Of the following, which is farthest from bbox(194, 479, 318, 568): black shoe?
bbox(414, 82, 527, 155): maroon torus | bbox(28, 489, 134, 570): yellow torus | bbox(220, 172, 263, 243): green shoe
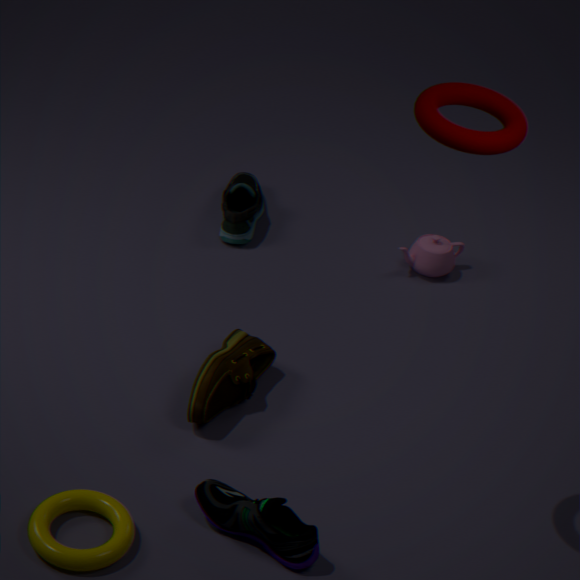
bbox(220, 172, 263, 243): green shoe
